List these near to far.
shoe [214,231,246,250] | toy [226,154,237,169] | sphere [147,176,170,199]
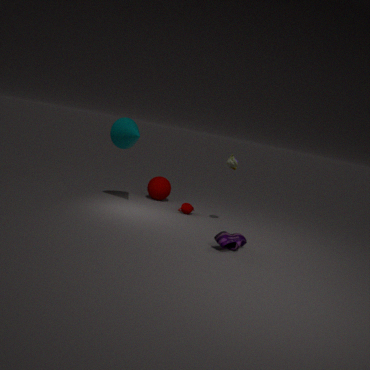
1. shoe [214,231,246,250]
2. toy [226,154,237,169]
3. sphere [147,176,170,199]
